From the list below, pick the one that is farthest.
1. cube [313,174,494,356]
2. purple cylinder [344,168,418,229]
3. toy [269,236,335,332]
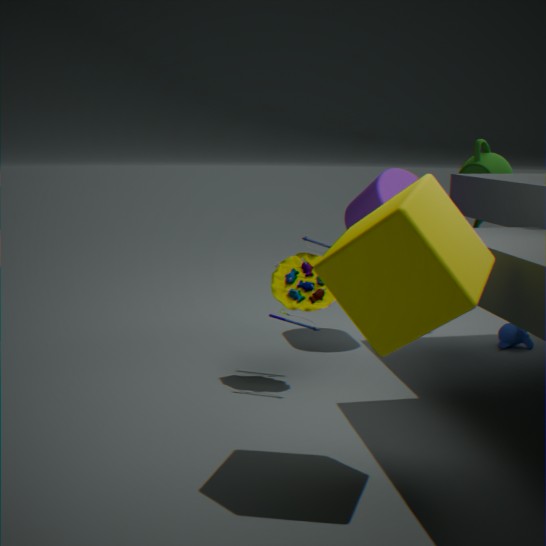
purple cylinder [344,168,418,229]
